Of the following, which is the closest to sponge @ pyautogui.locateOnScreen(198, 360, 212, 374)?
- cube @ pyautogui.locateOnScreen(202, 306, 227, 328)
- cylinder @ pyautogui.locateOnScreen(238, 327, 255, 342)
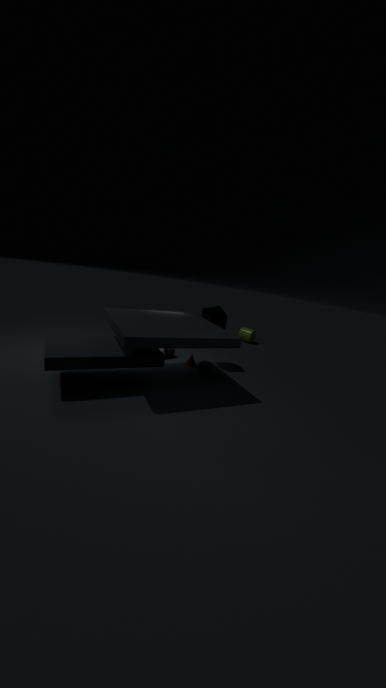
cube @ pyautogui.locateOnScreen(202, 306, 227, 328)
